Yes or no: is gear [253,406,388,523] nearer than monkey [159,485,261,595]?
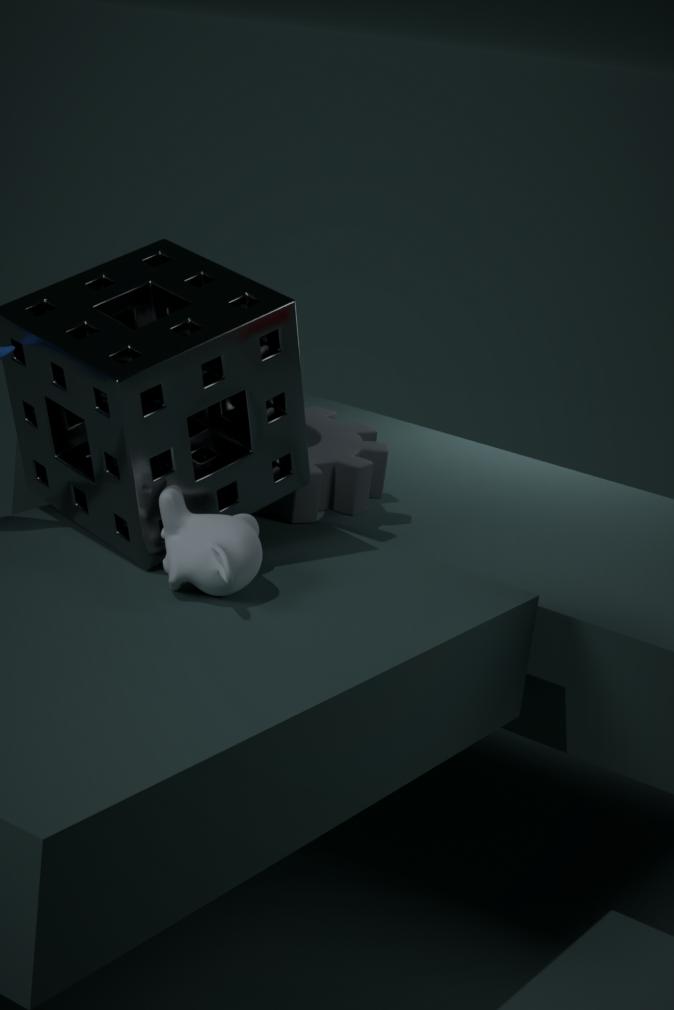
No
